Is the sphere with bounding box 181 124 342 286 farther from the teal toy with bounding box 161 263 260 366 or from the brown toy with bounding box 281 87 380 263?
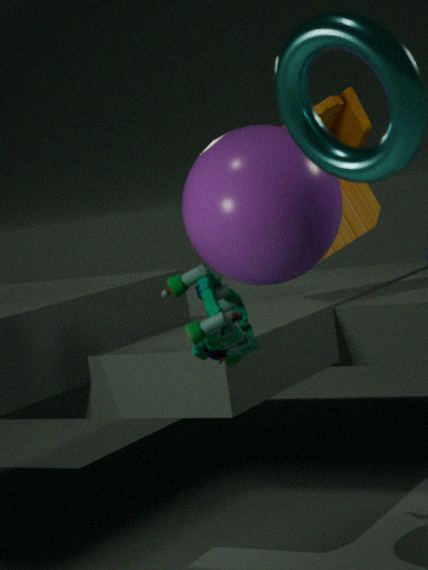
the brown toy with bounding box 281 87 380 263
